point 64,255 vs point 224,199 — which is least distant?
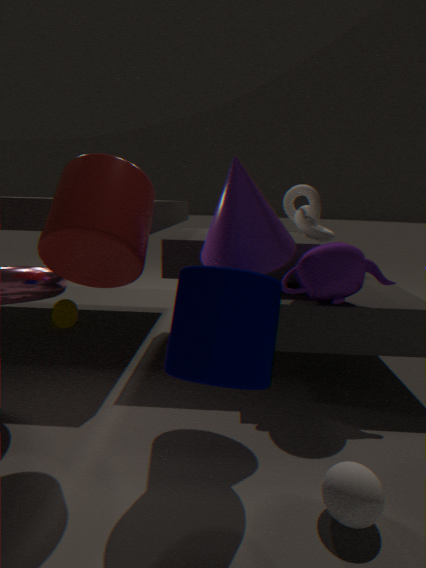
point 64,255
